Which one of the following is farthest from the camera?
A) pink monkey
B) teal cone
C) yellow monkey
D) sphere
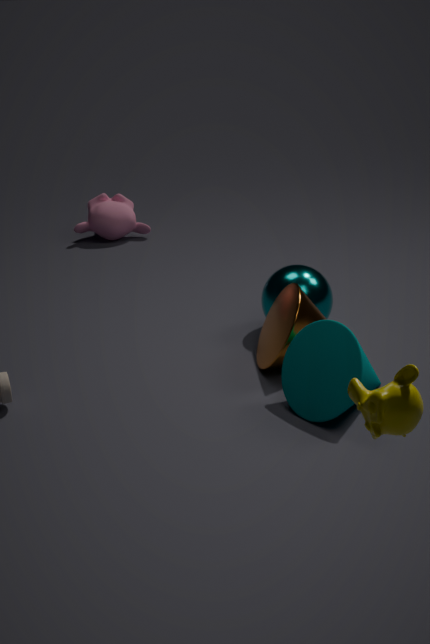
pink monkey
